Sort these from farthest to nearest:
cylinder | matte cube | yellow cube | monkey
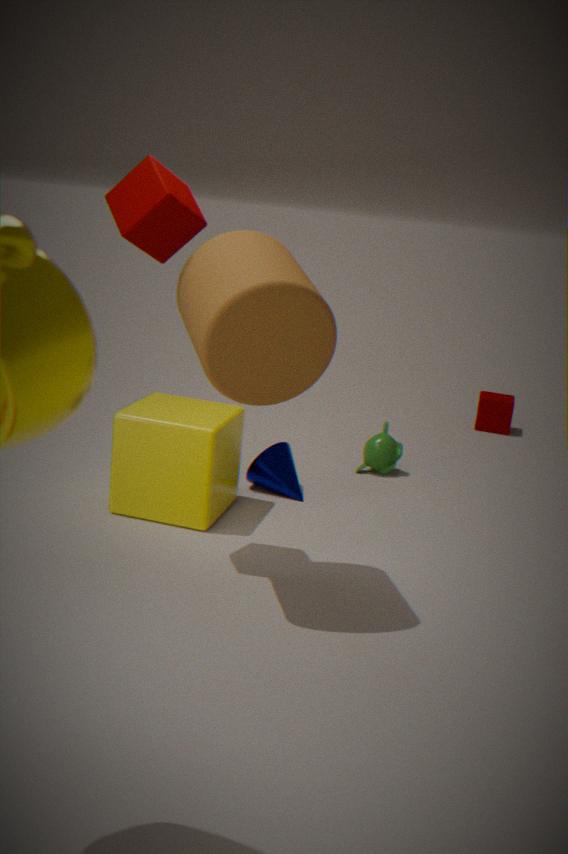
matte cube < monkey < yellow cube < cylinder
